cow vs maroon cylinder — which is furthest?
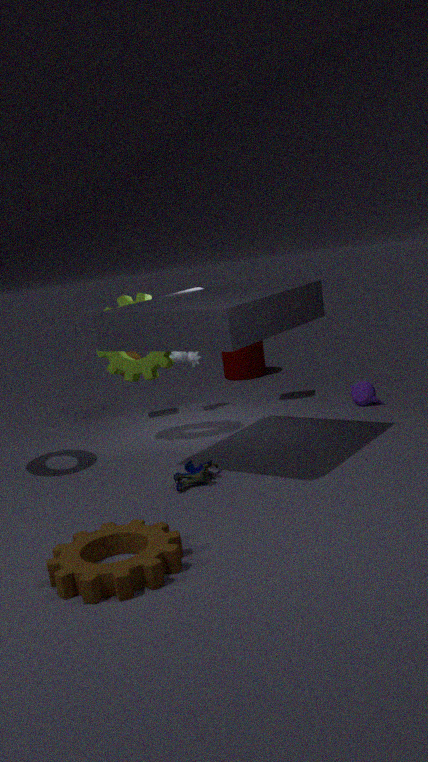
maroon cylinder
